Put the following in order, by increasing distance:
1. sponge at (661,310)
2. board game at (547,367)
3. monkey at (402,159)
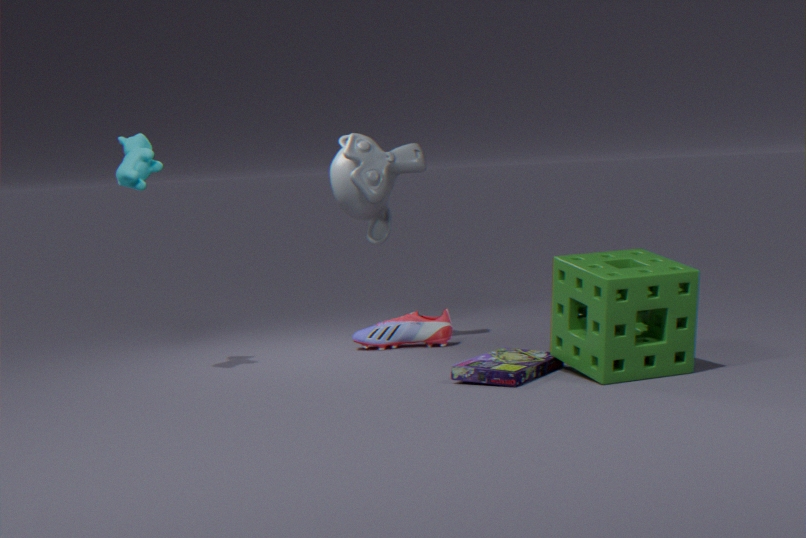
sponge at (661,310)
board game at (547,367)
monkey at (402,159)
